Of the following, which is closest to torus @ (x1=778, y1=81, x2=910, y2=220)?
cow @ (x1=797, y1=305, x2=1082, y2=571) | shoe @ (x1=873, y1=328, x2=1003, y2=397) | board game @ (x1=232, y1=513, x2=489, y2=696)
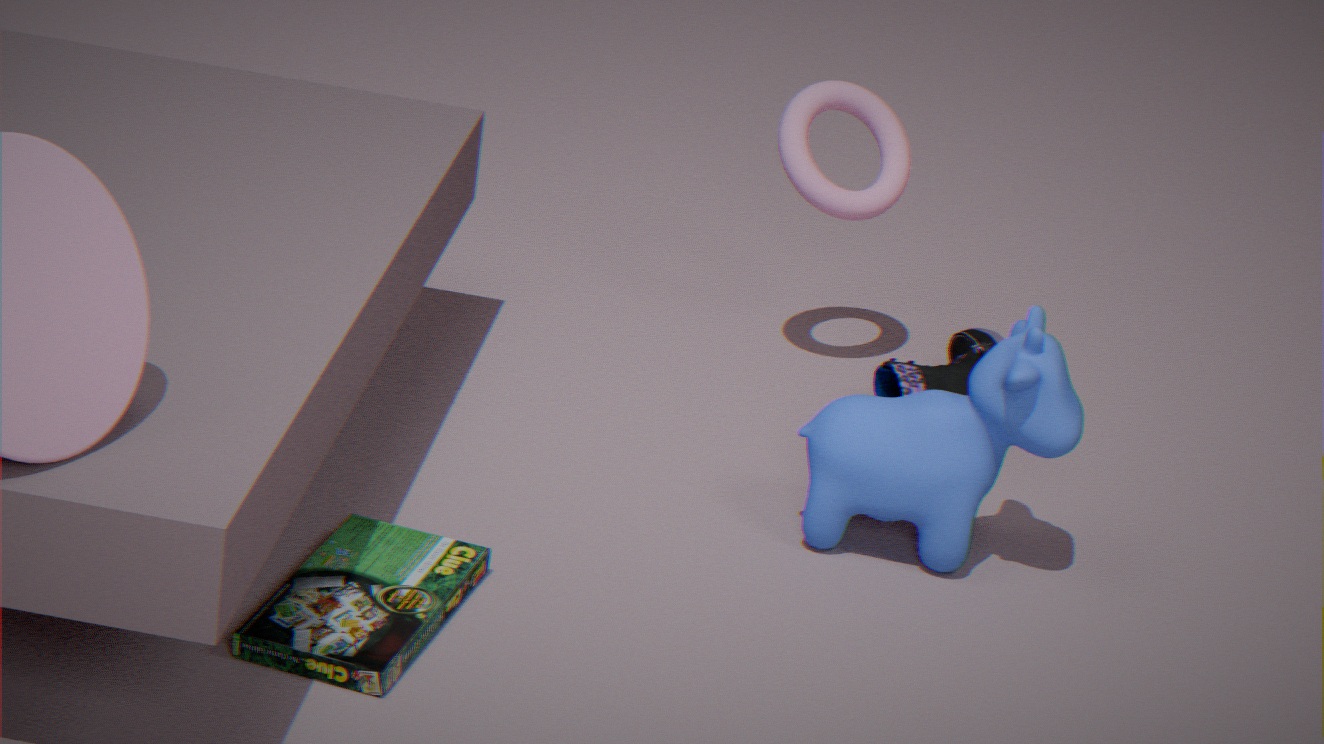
shoe @ (x1=873, y1=328, x2=1003, y2=397)
